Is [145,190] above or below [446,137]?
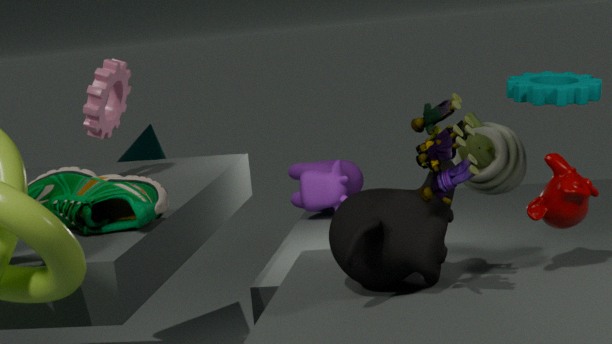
below
